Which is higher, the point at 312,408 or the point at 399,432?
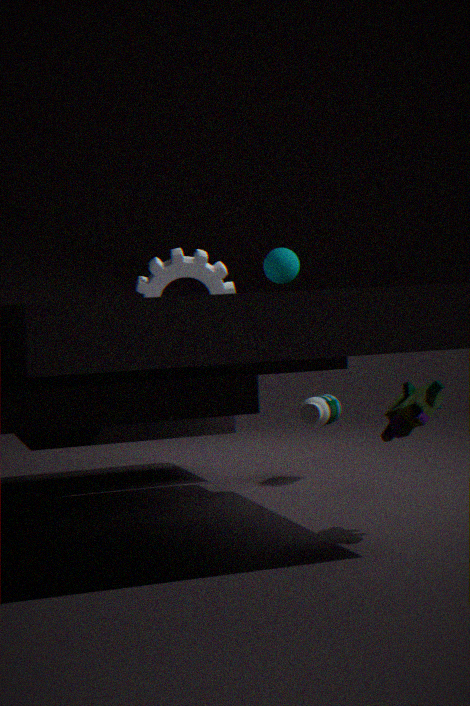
the point at 399,432
